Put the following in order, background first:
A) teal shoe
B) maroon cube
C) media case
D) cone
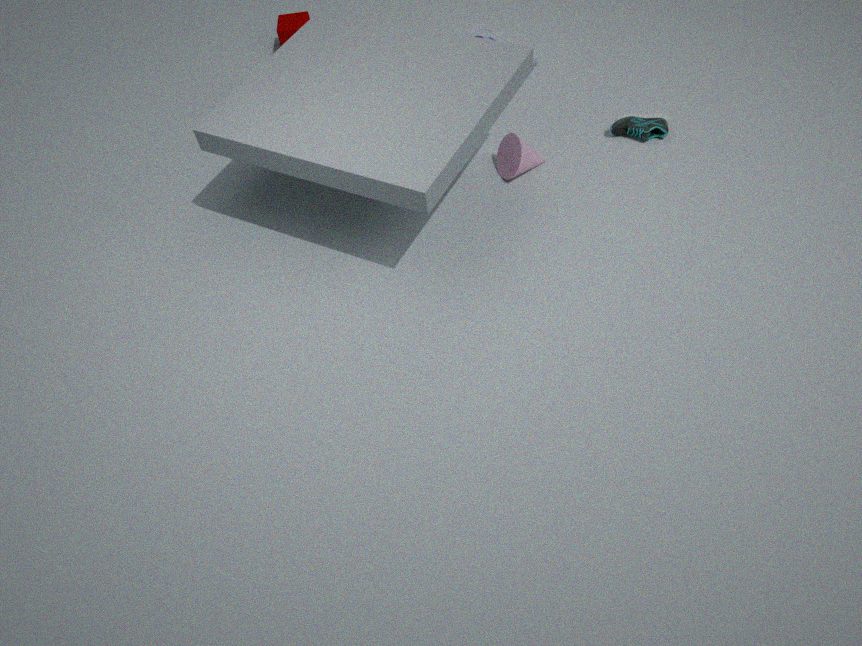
maroon cube → media case → teal shoe → cone
